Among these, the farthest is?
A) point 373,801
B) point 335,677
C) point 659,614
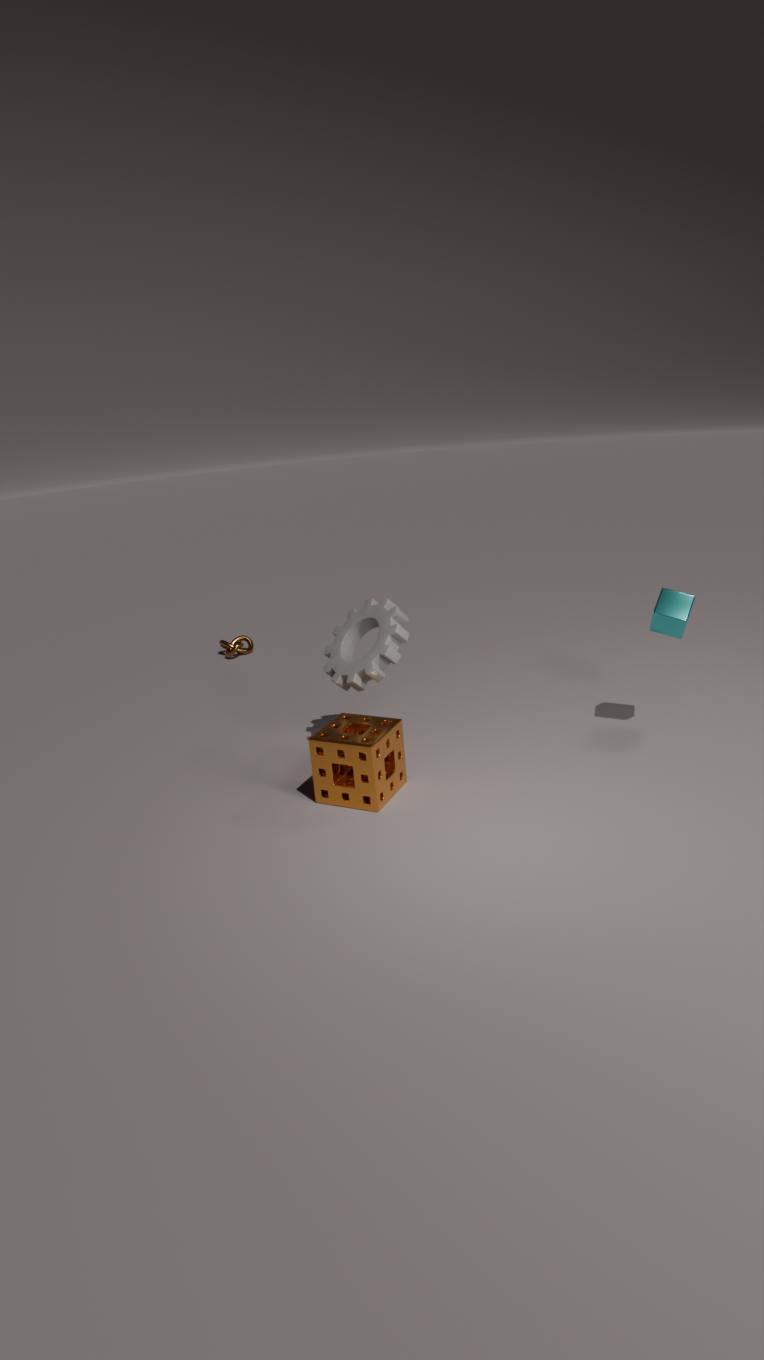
point 335,677
